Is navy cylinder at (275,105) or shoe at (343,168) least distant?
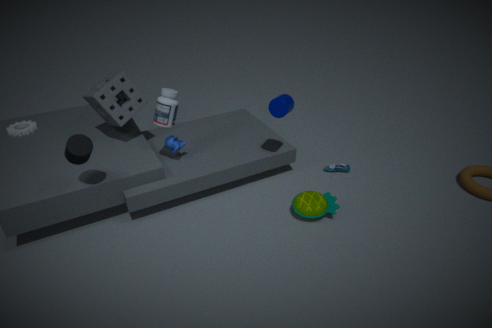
navy cylinder at (275,105)
